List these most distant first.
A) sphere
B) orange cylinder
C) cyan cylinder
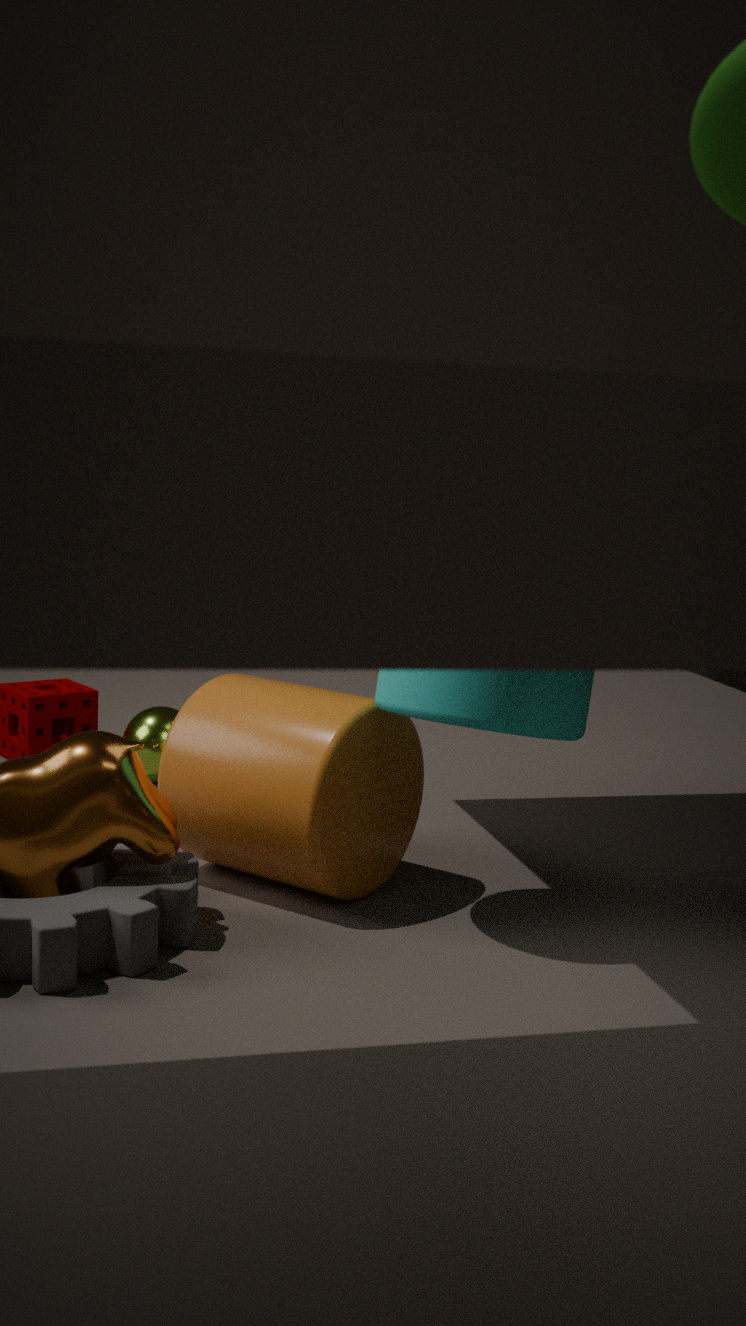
1. sphere
2. orange cylinder
3. cyan cylinder
